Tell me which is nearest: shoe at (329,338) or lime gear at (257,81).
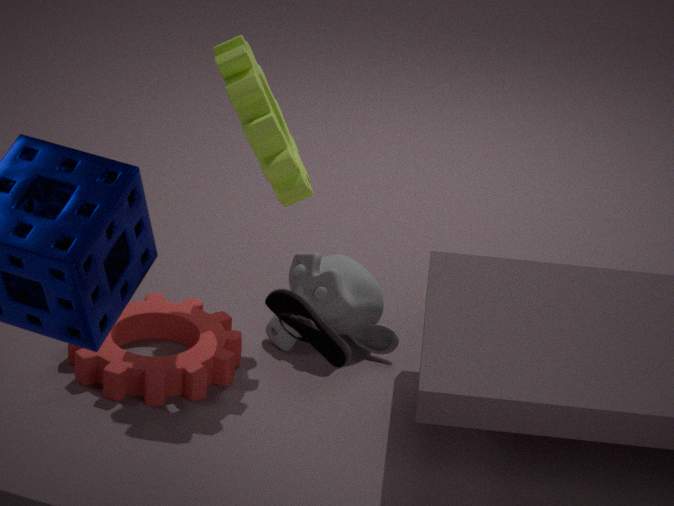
shoe at (329,338)
